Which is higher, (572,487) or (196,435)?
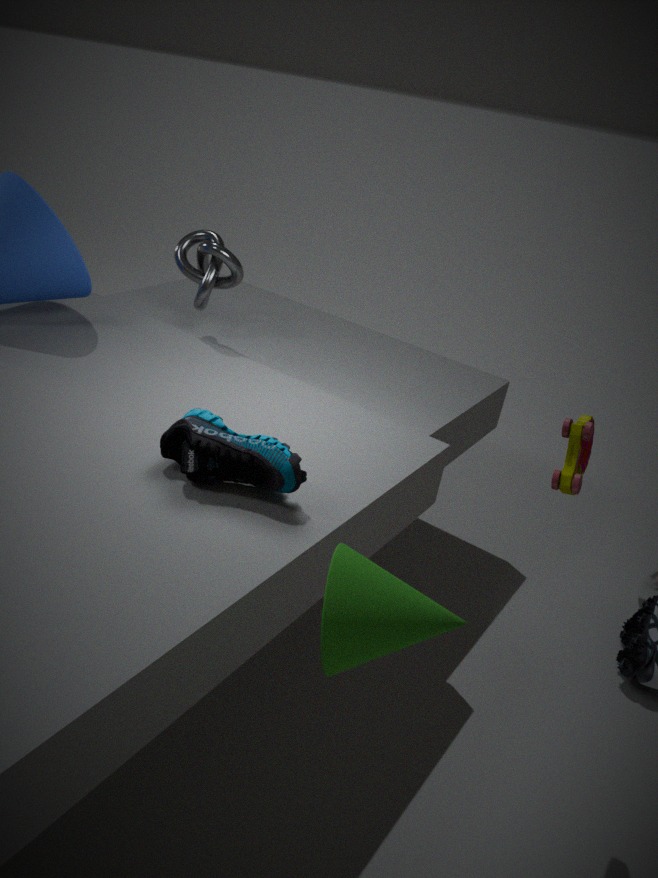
(572,487)
